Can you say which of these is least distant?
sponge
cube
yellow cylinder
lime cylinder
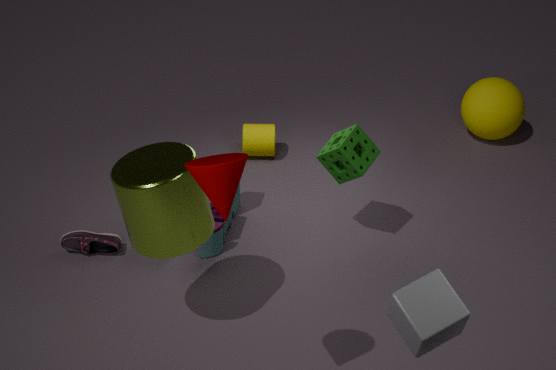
cube
